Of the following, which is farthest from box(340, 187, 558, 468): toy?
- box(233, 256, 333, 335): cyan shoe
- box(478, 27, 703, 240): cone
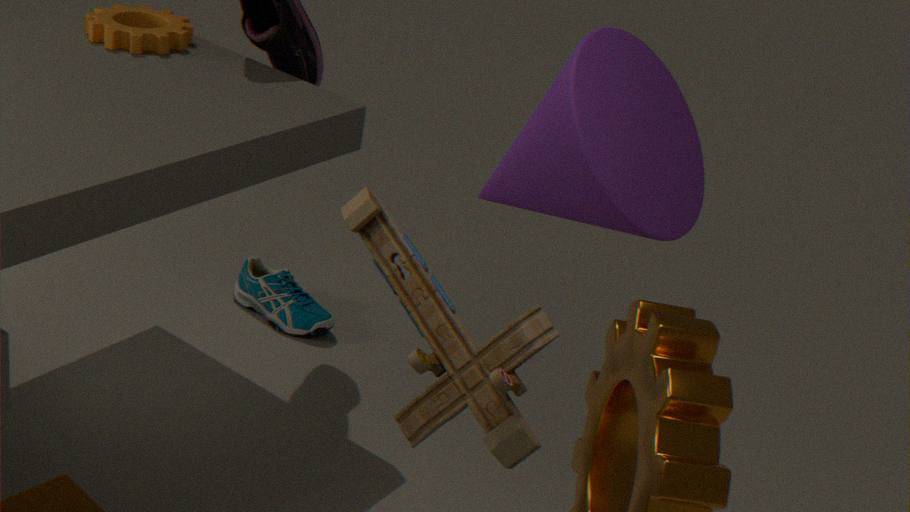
box(233, 256, 333, 335): cyan shoe
